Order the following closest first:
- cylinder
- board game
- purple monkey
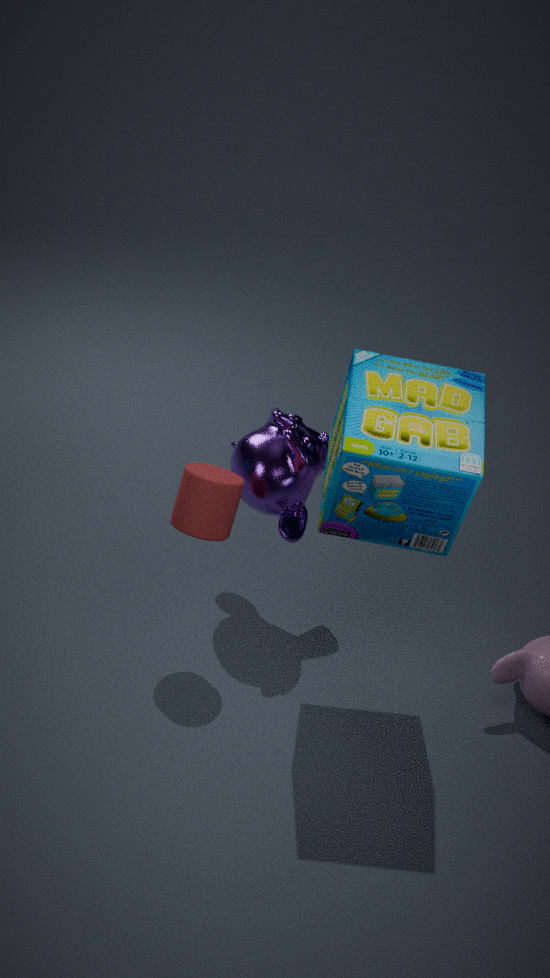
board game < cylinder < purple monkey
